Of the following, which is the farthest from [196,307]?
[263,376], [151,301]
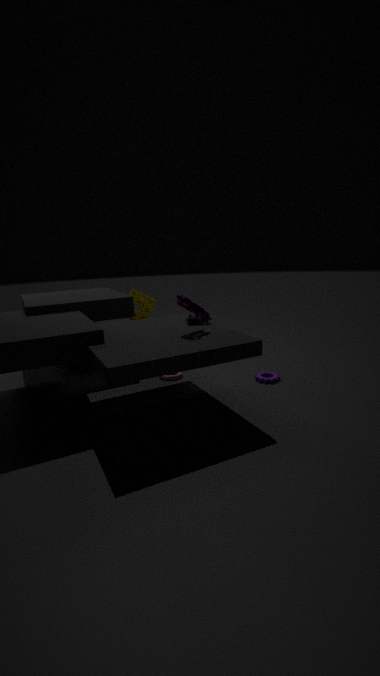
[151,301]
